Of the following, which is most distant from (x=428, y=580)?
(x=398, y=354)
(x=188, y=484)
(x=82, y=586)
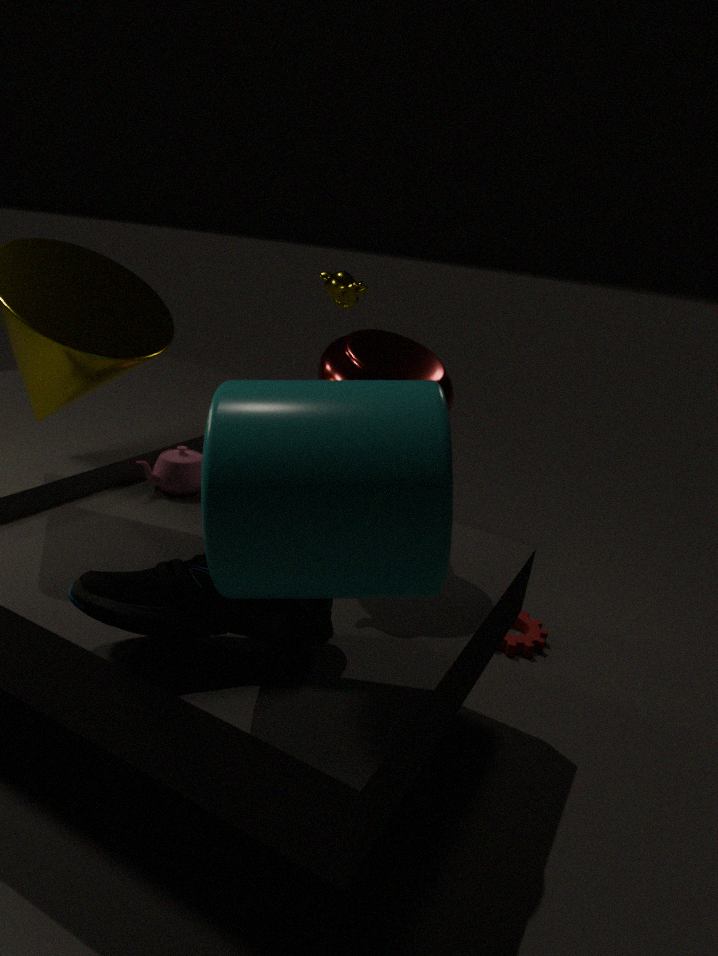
(x=188, y=484)
